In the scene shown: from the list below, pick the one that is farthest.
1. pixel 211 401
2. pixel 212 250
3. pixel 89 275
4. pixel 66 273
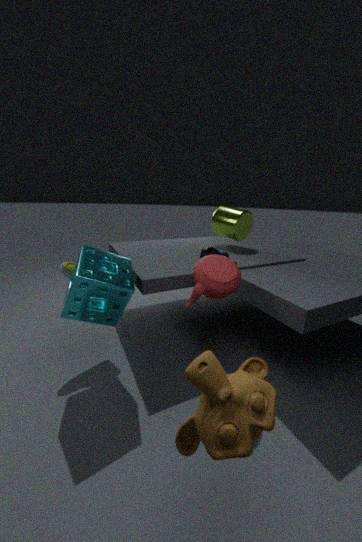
pixel 212 250
